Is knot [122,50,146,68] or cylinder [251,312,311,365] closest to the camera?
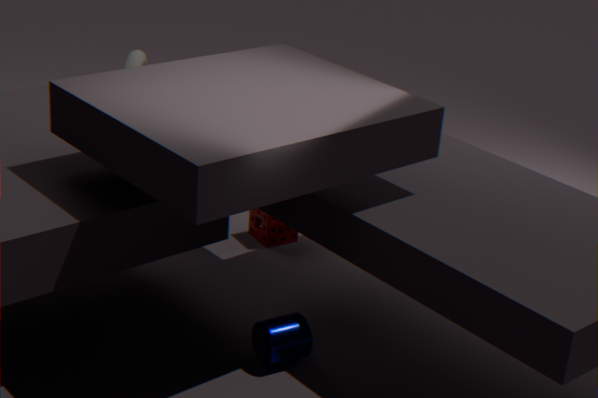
cylinder [251,312,311,365]
